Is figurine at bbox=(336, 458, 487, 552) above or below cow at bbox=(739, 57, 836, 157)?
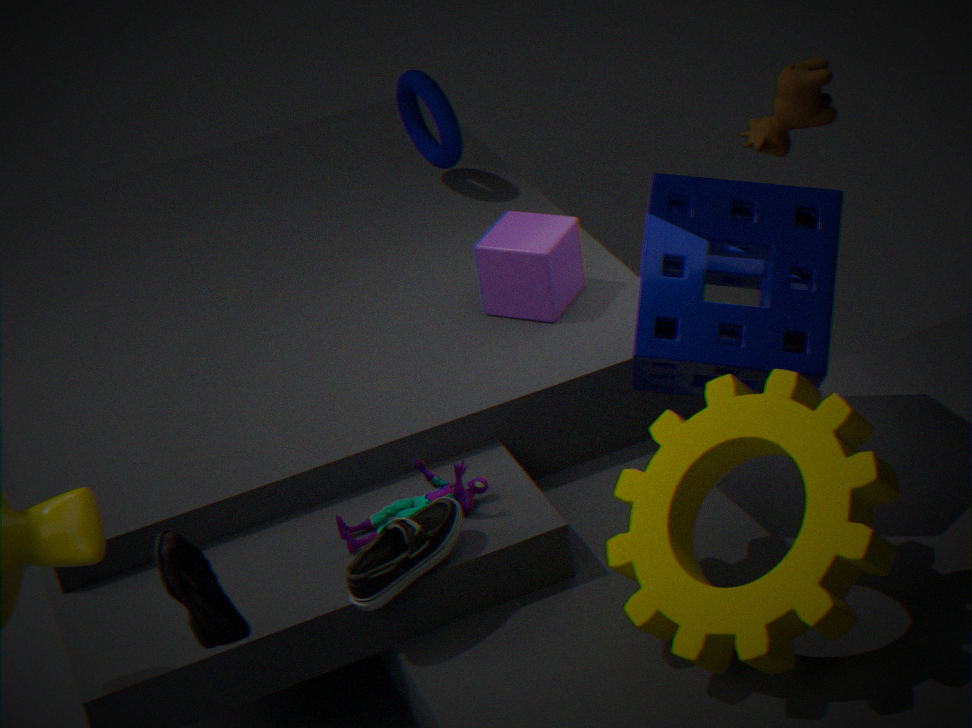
below
